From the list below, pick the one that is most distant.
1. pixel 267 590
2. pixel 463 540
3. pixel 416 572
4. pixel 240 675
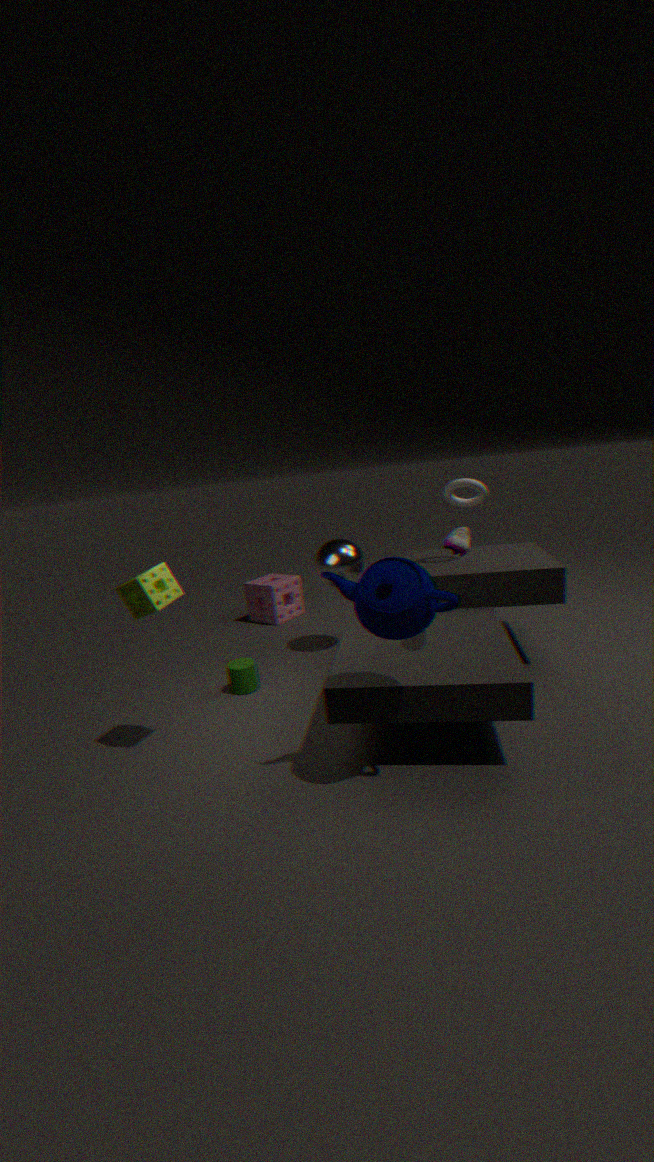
pixel 267 590
